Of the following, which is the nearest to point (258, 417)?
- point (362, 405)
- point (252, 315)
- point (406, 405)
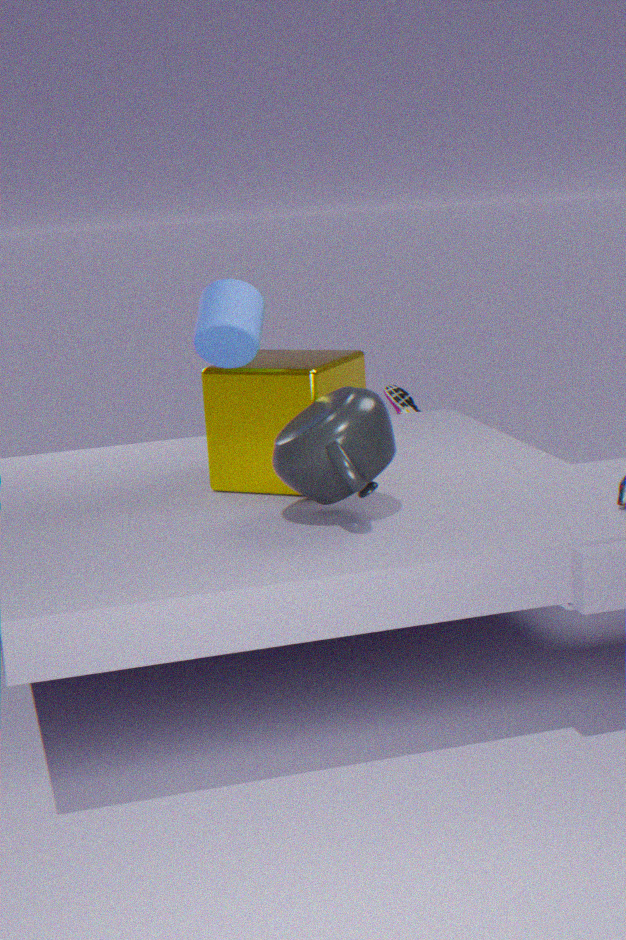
point (252, 315)
